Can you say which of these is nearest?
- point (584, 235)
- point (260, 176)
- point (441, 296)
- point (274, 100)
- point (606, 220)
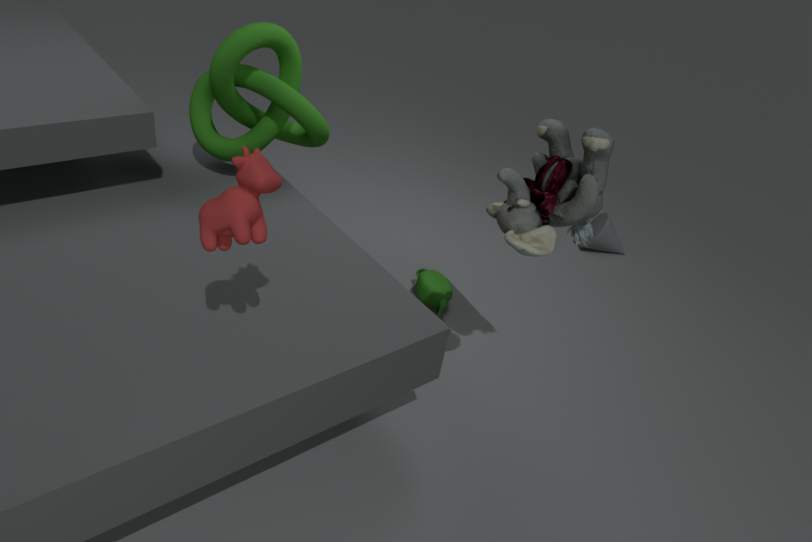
point (260, 176)
